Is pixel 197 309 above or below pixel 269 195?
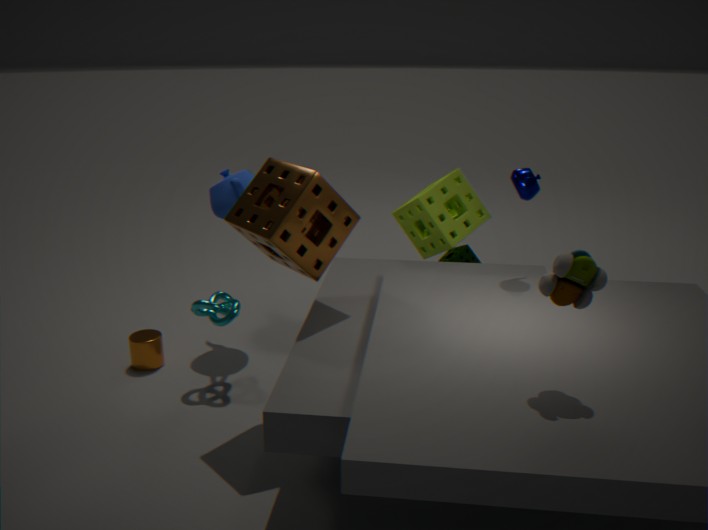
below
